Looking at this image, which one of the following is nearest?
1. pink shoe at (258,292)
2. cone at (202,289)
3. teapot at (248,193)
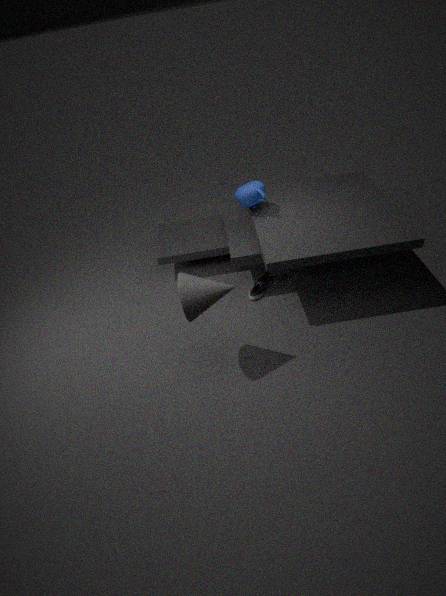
cone at (202,289)
